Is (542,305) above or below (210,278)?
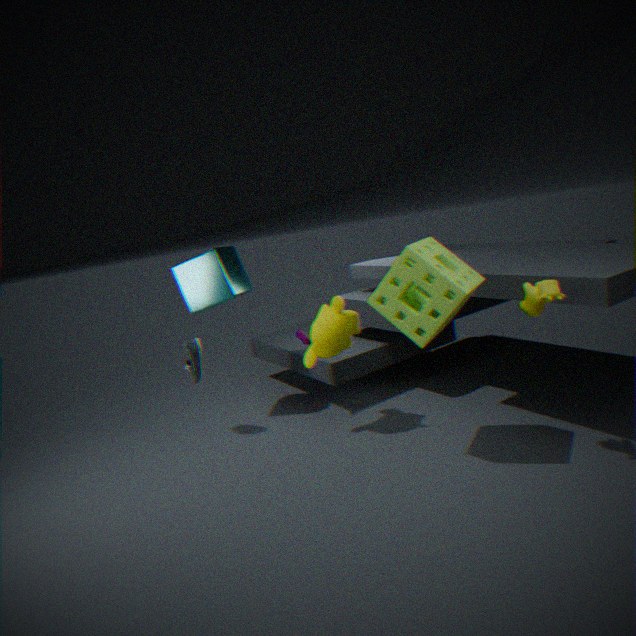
below
